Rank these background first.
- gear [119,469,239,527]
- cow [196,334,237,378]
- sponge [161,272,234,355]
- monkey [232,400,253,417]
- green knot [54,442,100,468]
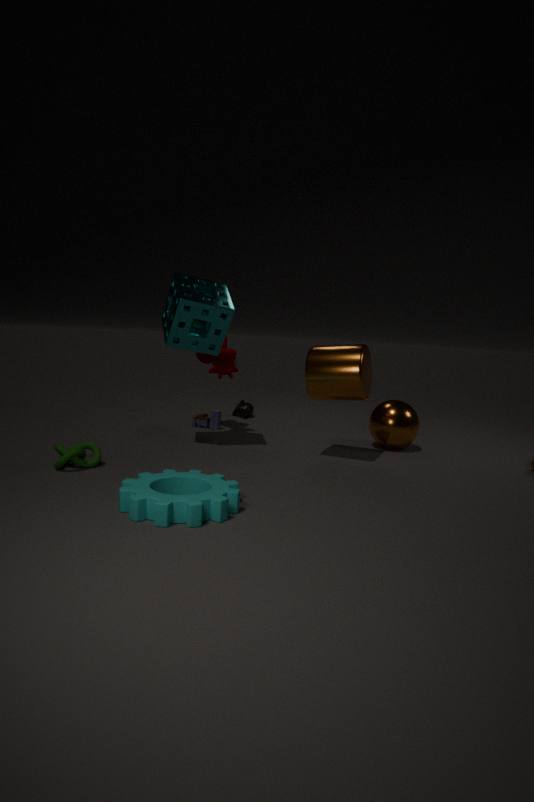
1. monkey [232,400,253,417]
2. cow [196,334,237,378]
3. sponge [161,272,234,355]
4. green knot [54,442,100,468]
5. gear [119,469,239,527]
